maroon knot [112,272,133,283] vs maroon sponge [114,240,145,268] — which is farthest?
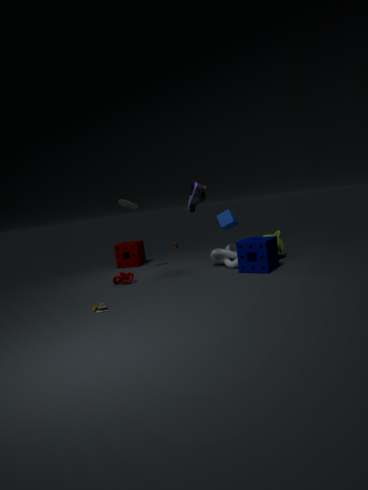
maroon sponge [114,240,145,268]
